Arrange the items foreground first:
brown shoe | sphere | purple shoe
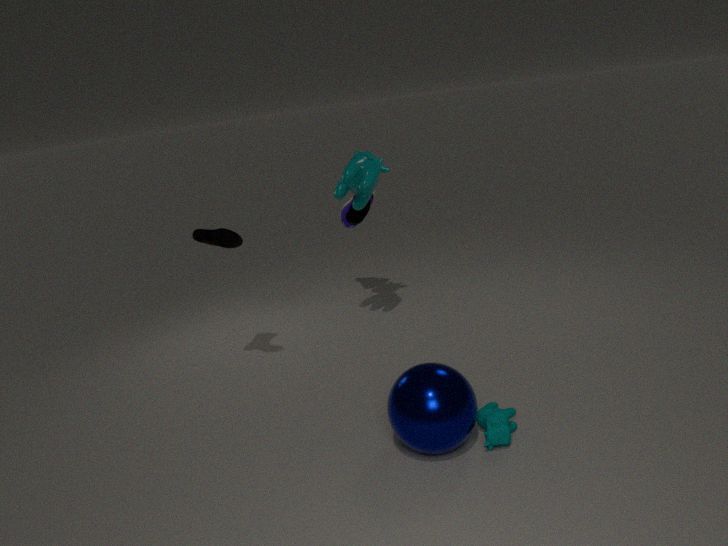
sphere < brown shoe < purple shoe
